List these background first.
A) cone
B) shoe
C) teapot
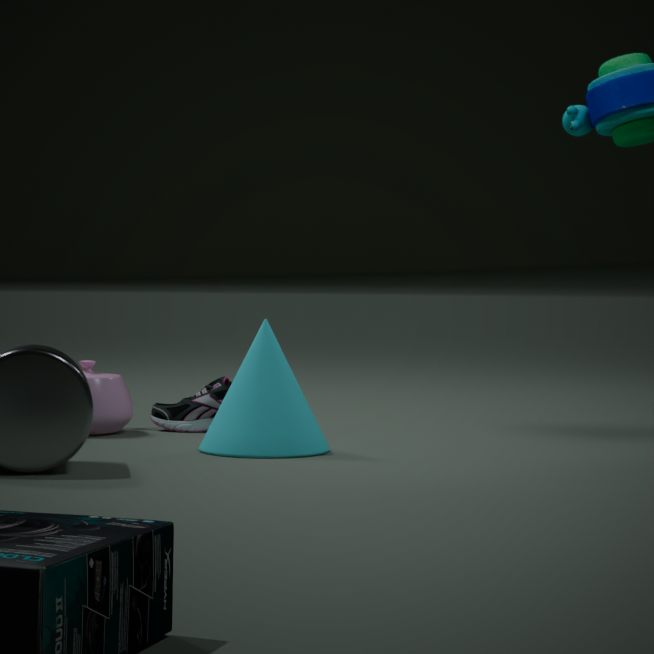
shoe
teapot
cone
